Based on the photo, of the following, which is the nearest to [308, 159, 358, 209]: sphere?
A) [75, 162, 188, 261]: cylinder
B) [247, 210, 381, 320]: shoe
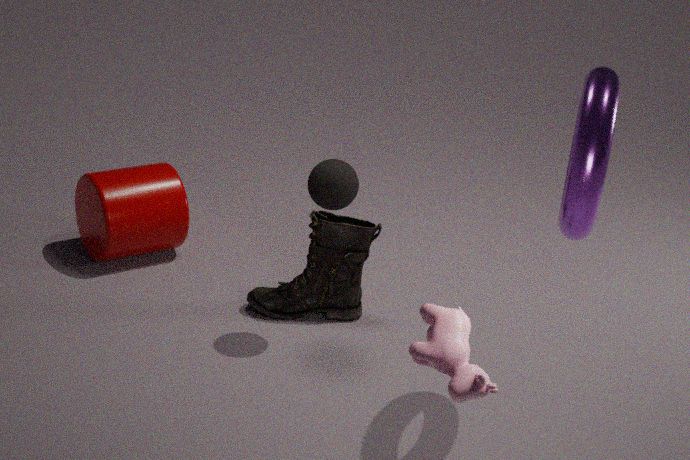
[247, 210, 381, 320]: shoe
